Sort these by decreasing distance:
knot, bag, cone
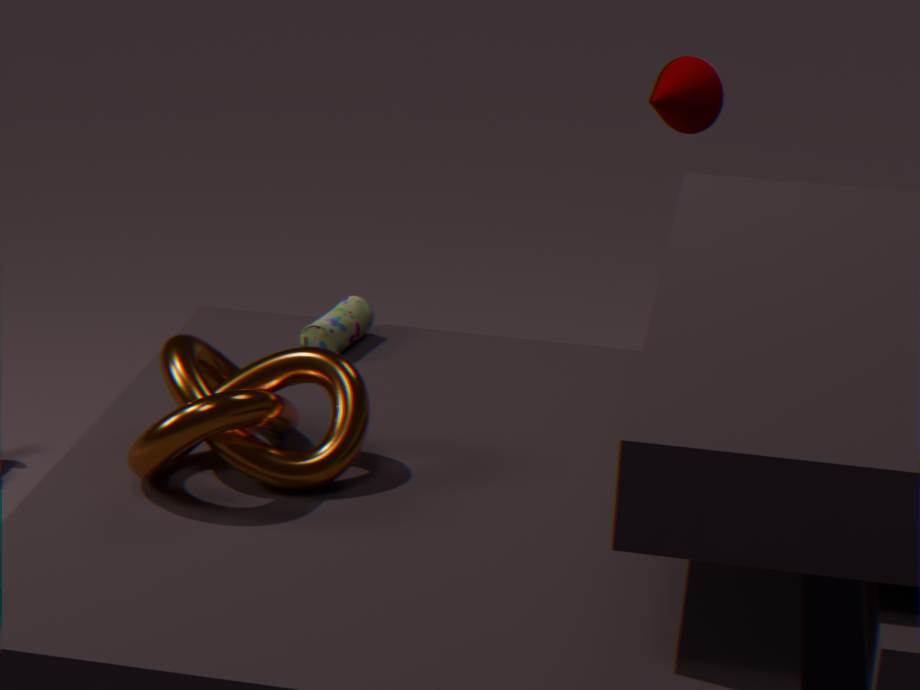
cone < bag < knot
